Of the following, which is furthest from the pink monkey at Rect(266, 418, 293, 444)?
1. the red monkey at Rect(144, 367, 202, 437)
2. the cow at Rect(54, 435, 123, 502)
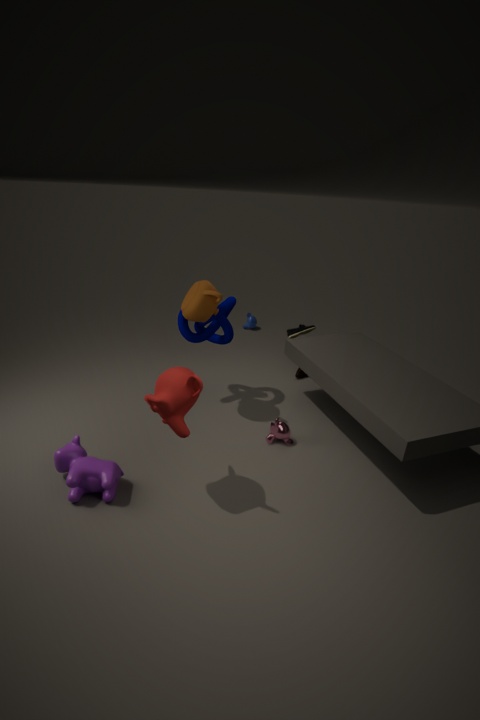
the cow at Rect(54, 435, 123, 502)
